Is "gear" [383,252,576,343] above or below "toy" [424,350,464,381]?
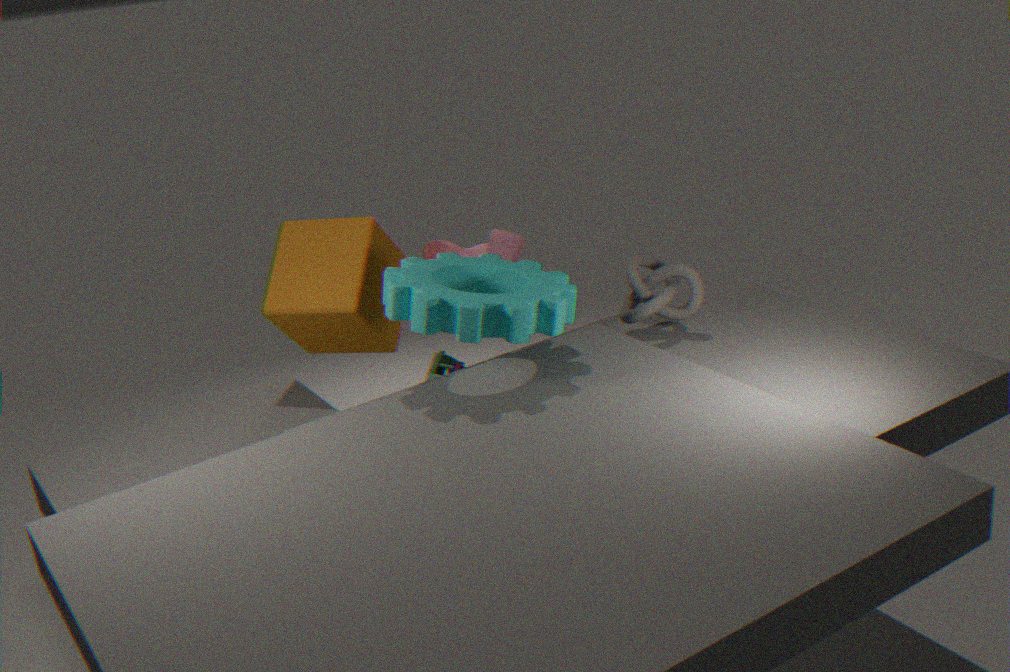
above
